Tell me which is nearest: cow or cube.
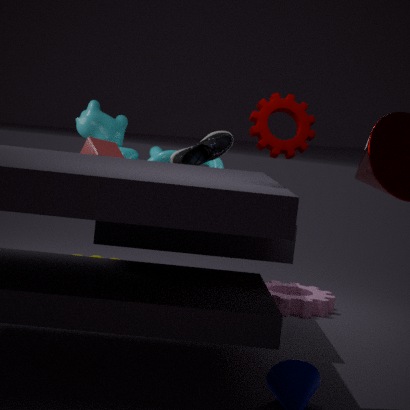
cube
